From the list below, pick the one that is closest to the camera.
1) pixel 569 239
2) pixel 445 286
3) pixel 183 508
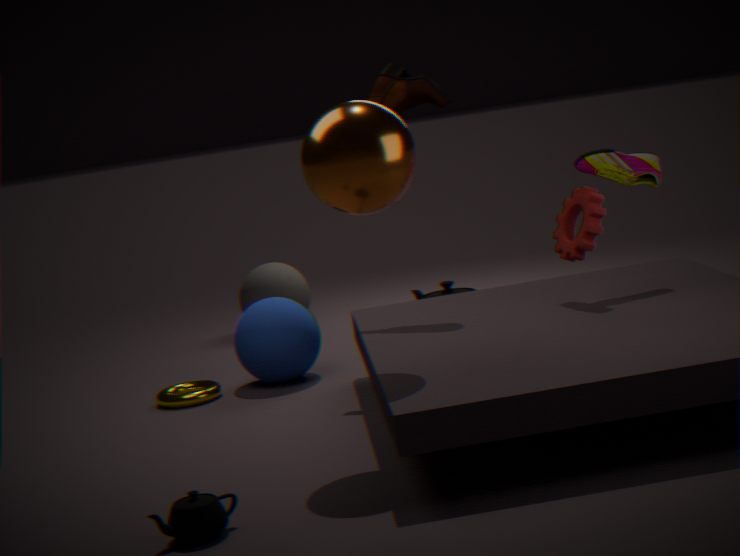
3. pixel 183 508
